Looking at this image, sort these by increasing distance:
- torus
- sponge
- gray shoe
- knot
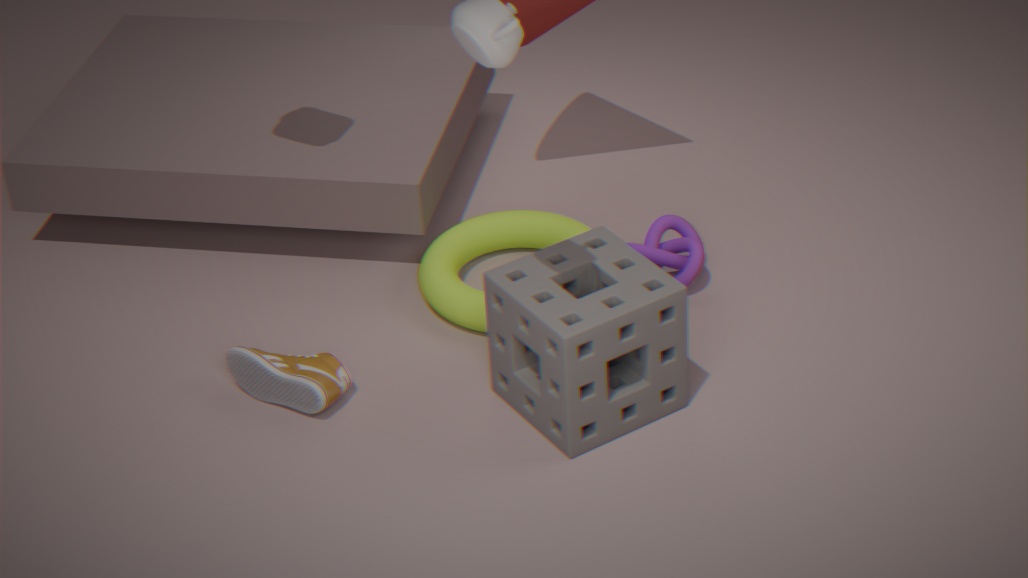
sponge < gray shoe < torus < knot
